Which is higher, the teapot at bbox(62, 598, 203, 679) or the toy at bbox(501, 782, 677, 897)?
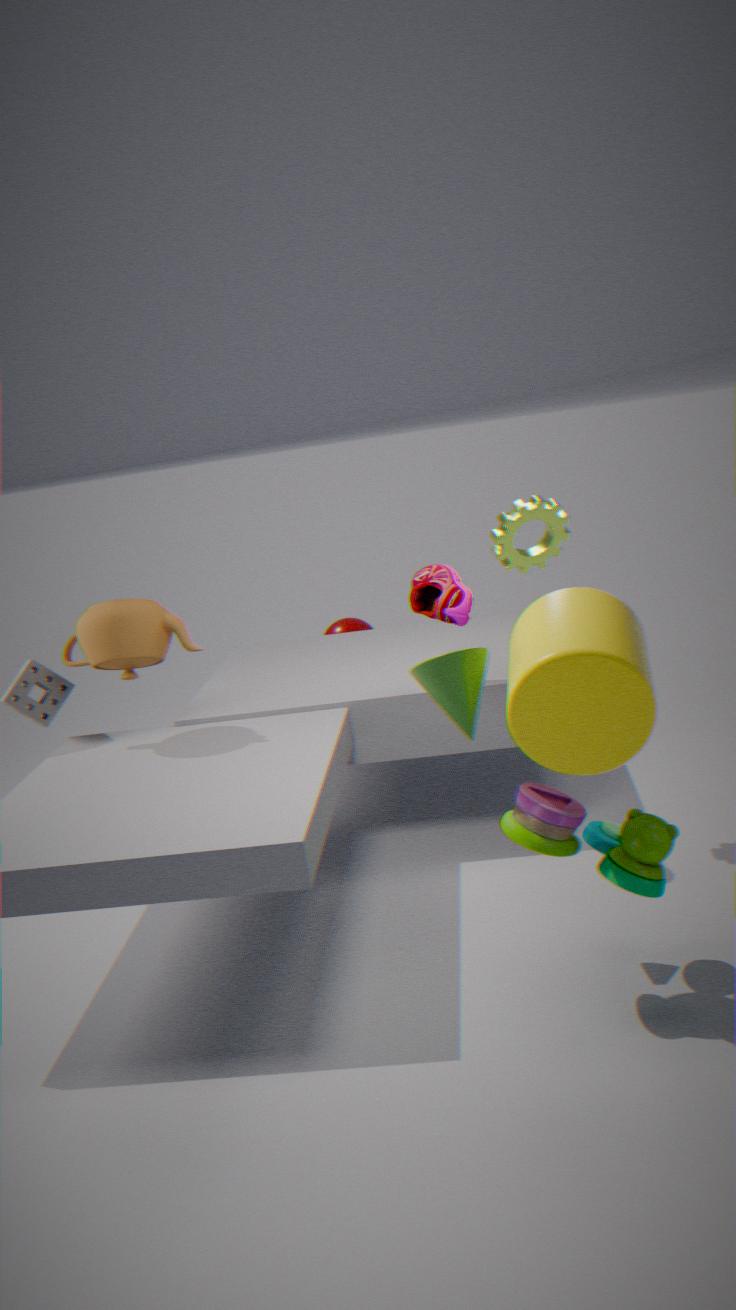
the teapot at bbox(62, 598, 203, 679)
